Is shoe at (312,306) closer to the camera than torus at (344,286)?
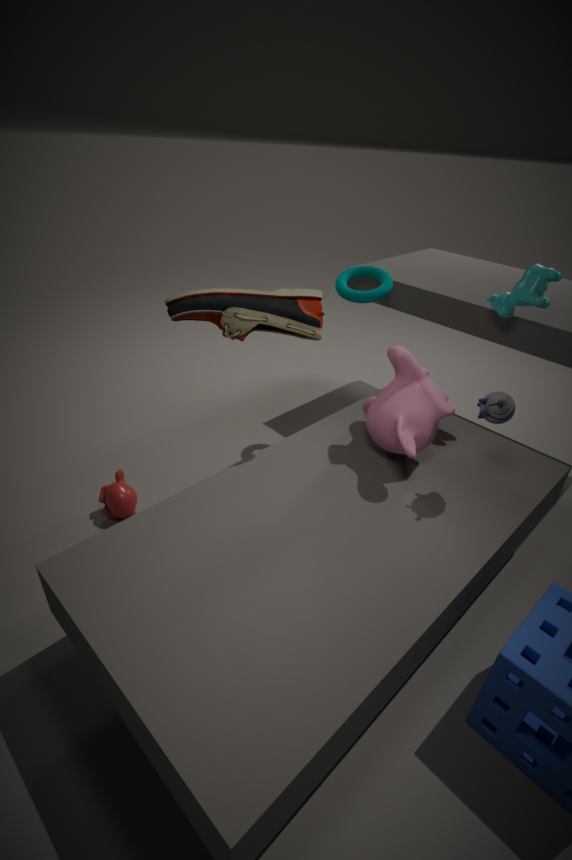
Yes
